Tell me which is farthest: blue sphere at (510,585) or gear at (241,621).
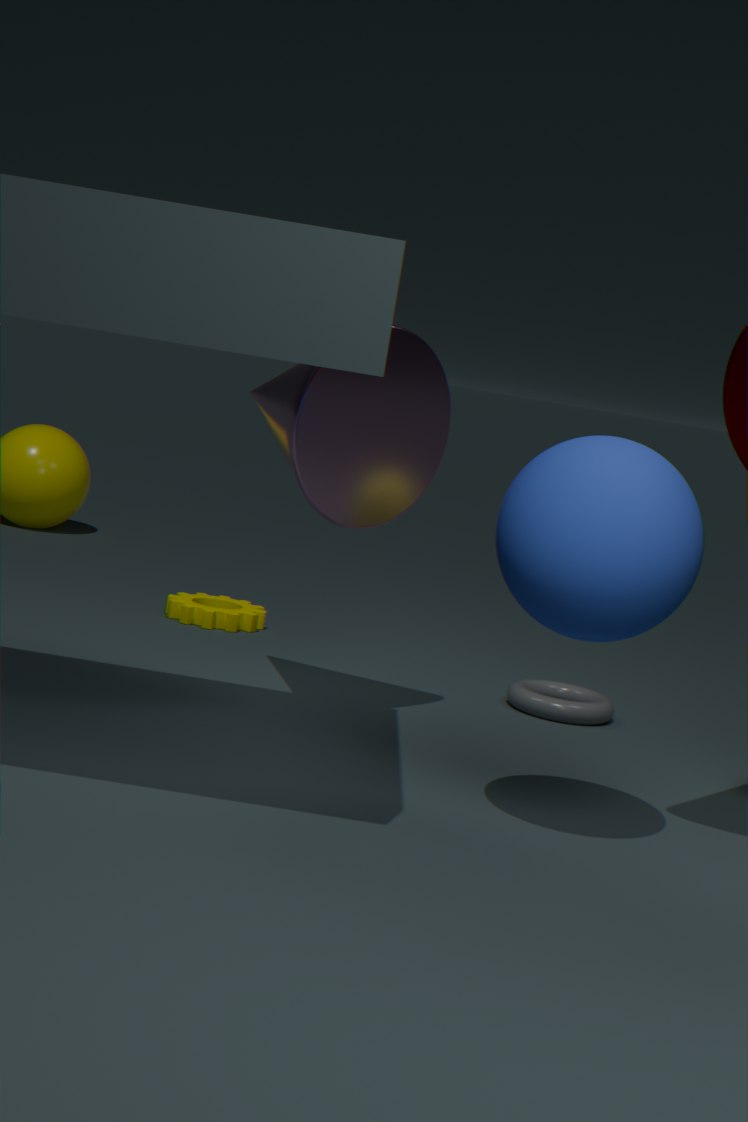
gear at (241,621)
